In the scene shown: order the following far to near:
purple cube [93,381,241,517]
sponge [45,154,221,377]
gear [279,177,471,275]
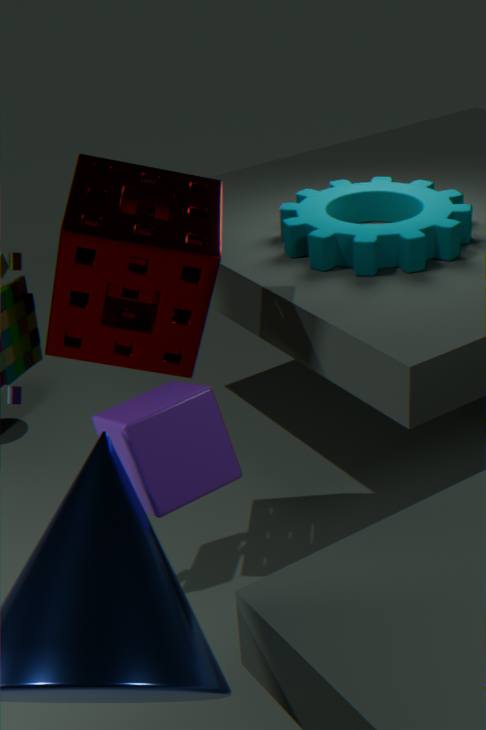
gear [279,177,471,275] → sponge [45,154,221,377] → purple cube [93,381,241,517]
